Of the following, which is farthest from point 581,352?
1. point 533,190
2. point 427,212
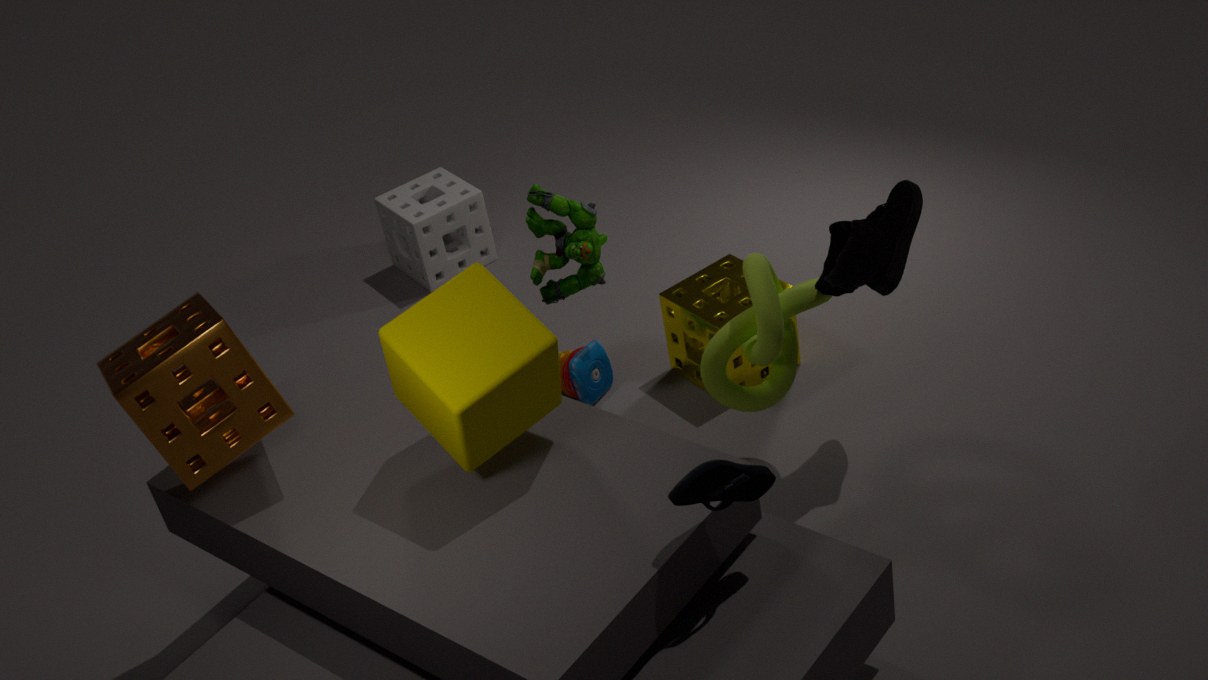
point 427,212
